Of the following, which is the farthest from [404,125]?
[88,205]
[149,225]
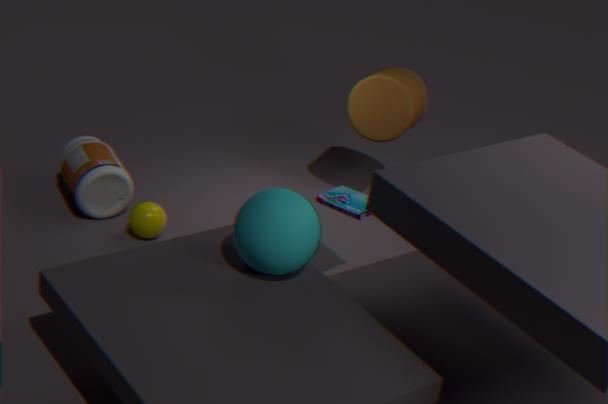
[88,205]
